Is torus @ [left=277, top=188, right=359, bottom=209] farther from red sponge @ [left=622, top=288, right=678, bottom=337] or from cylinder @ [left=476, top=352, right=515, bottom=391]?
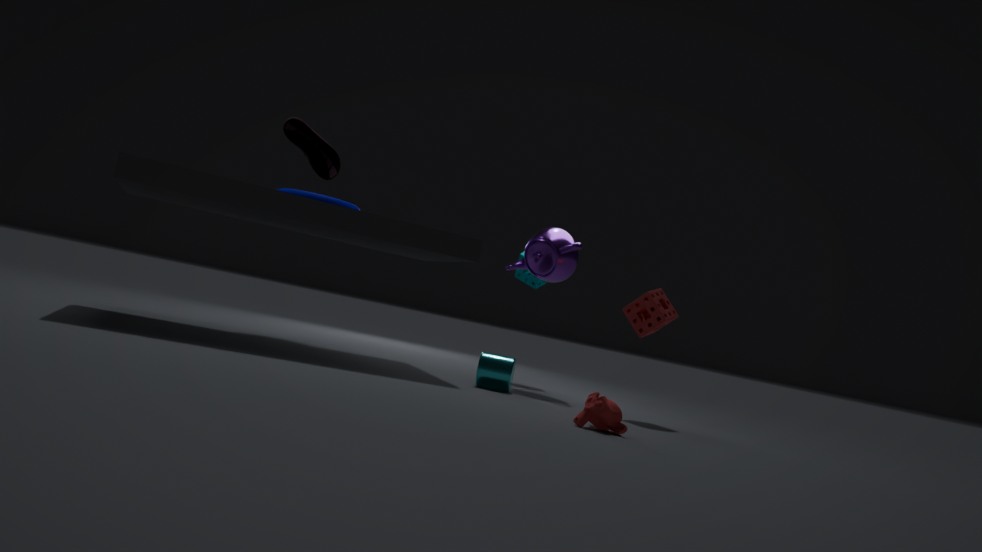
red sponge @ [left=622, top=288, right=678, bottom=337]
